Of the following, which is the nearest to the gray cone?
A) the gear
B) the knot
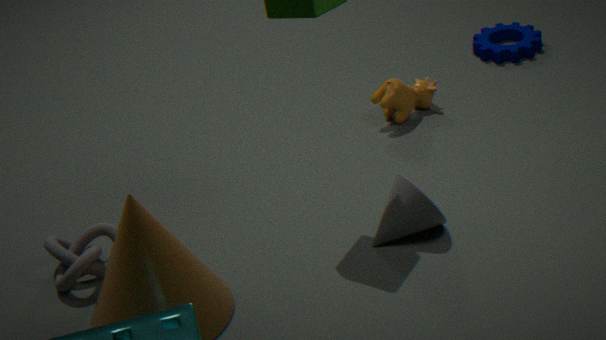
the knot
